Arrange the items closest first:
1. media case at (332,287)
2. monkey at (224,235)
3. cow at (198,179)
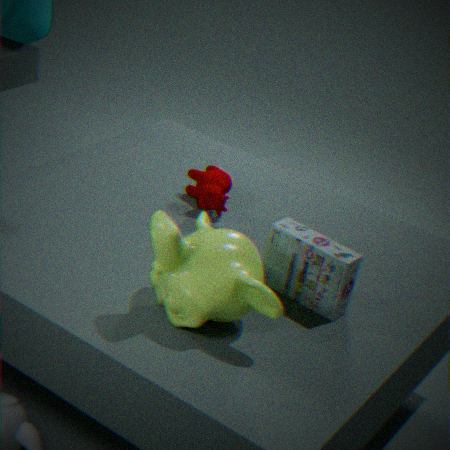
monkey at (224,235) → media case at (332,287) → cow at (198,179)
